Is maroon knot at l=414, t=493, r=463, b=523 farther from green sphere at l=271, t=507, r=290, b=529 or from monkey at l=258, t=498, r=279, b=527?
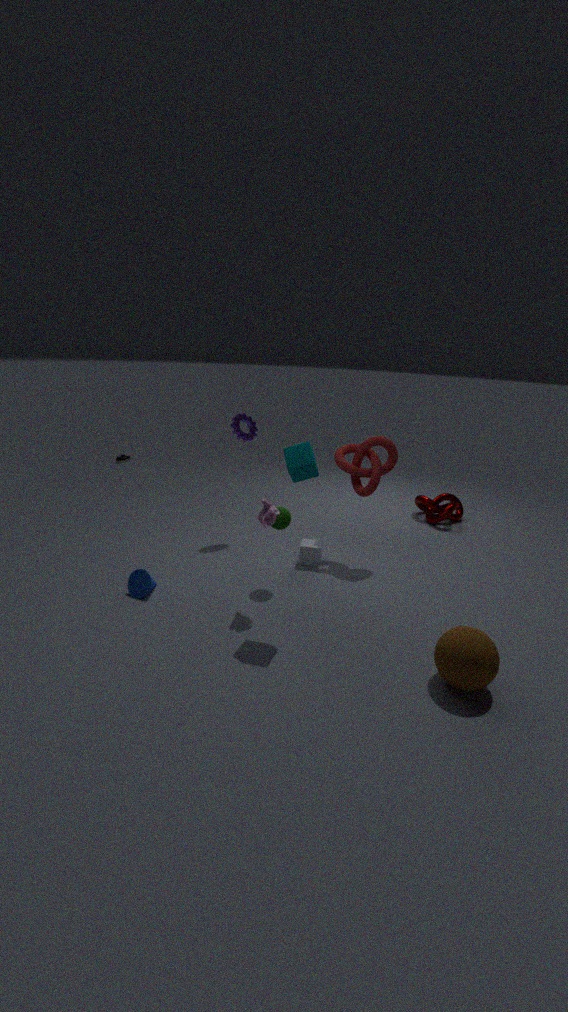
monkey at l=258, t=498, r=279, b=527
